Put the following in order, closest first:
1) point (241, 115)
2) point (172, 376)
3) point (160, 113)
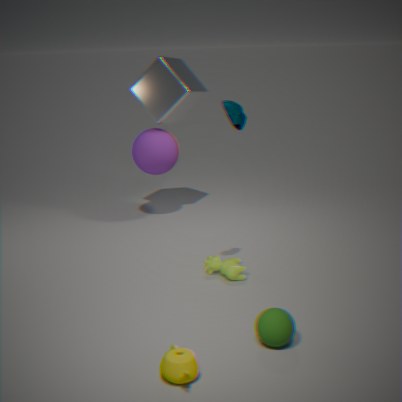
1. 2. point (172, 376)
2. 1. point (241, 115)
3. 3. point (160, 113)
